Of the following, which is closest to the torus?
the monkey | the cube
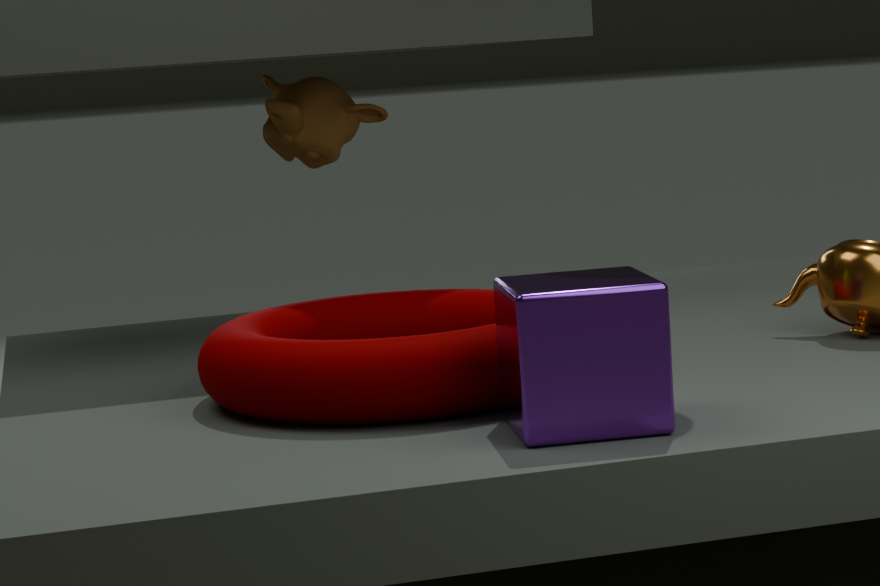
the cube
